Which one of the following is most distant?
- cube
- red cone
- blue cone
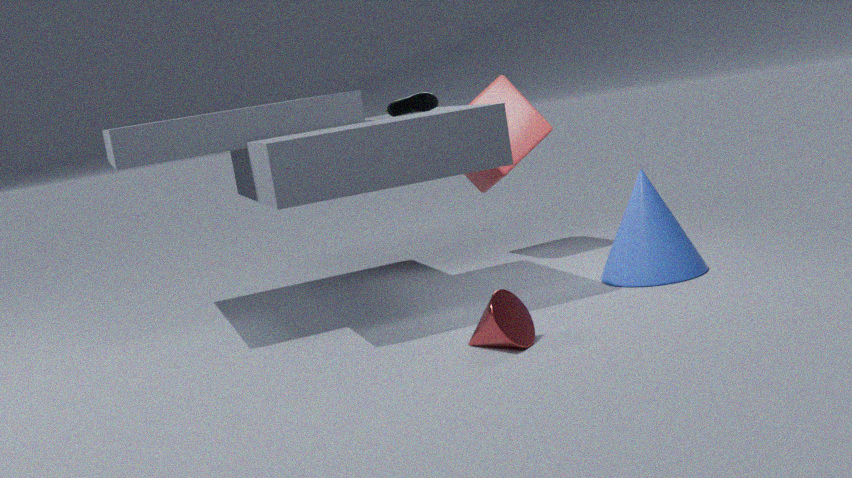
cube
